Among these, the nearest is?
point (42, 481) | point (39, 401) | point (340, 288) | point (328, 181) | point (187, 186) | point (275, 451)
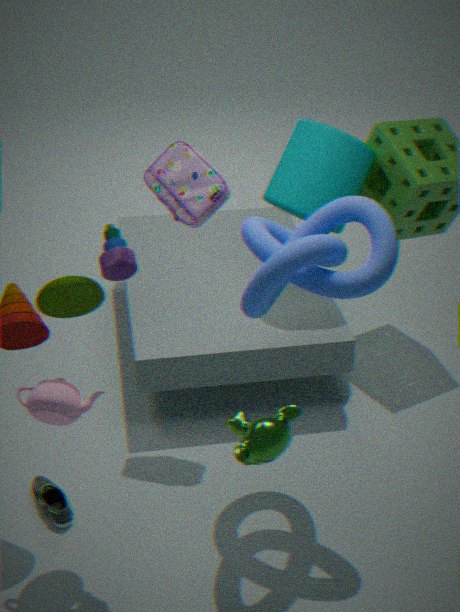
point (275, 451)
